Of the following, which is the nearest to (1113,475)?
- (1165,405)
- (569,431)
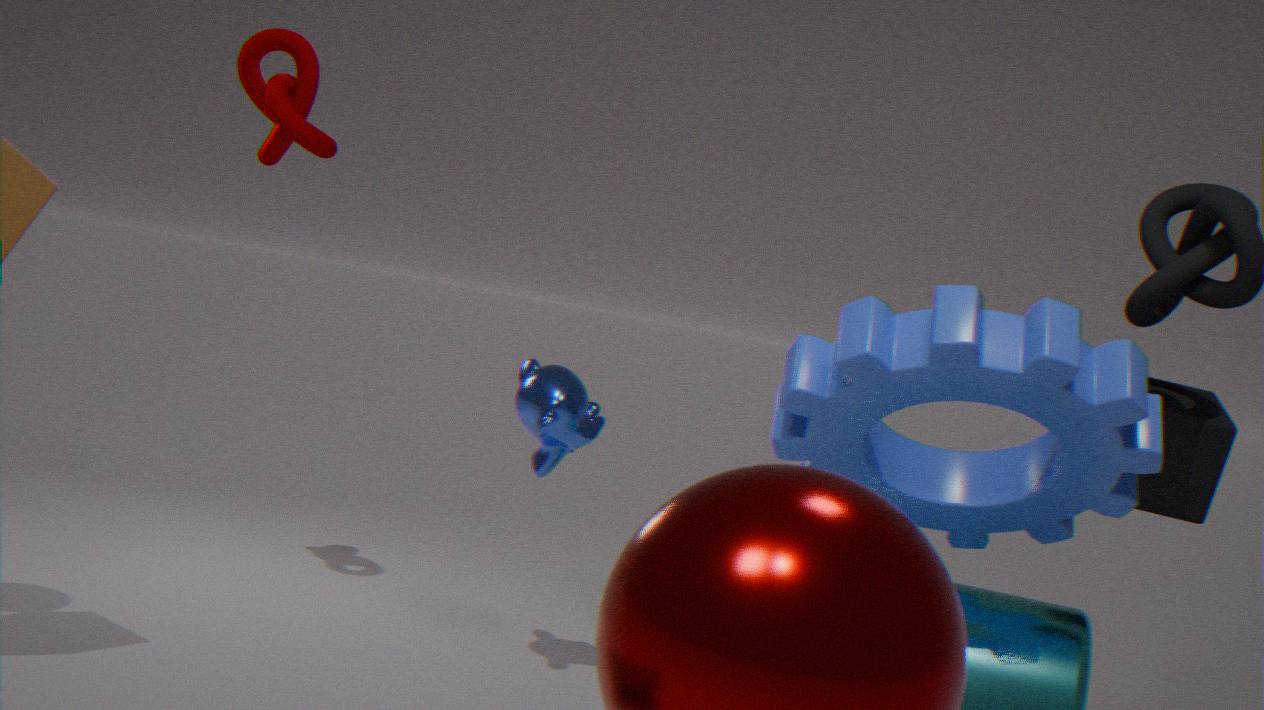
(1165,405)
